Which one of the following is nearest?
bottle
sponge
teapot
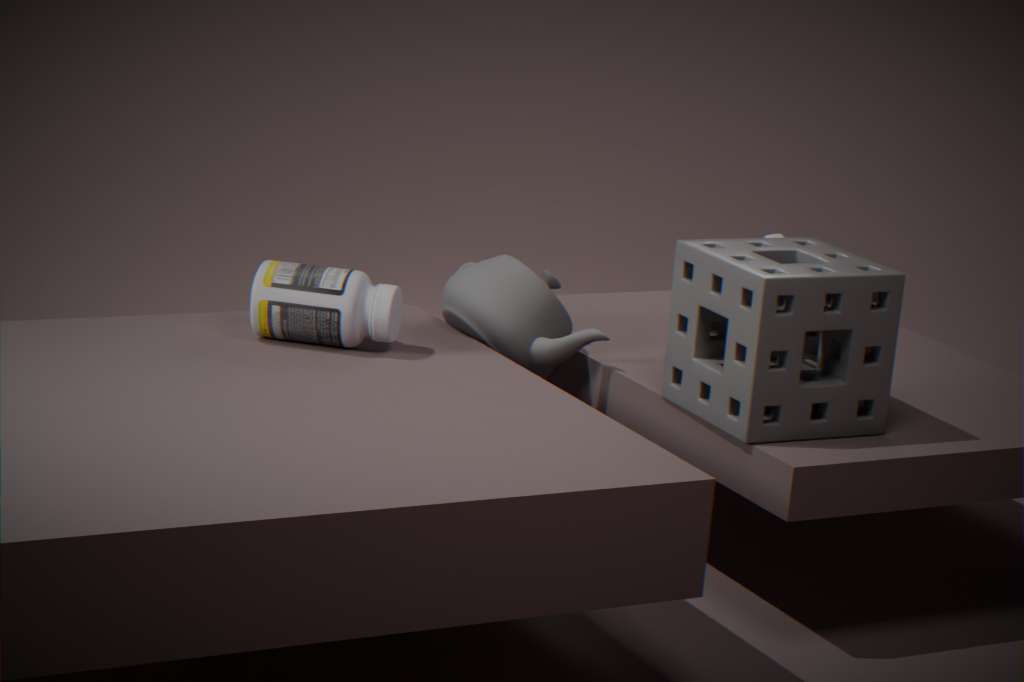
sponge
